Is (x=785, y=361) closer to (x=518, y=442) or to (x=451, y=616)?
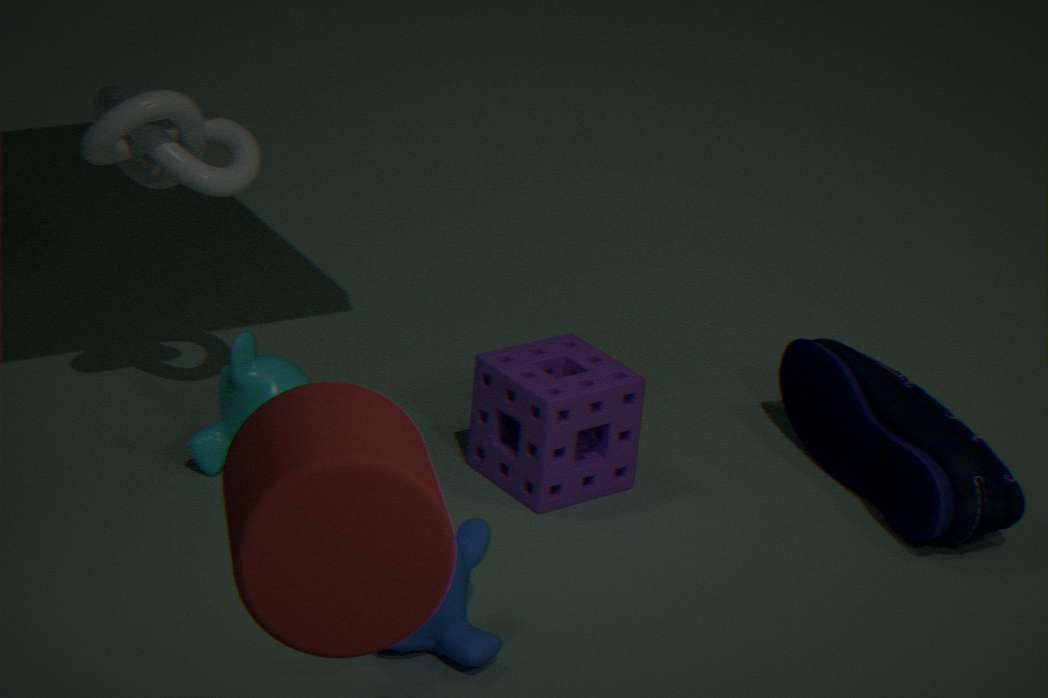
(x=518, y=442)
